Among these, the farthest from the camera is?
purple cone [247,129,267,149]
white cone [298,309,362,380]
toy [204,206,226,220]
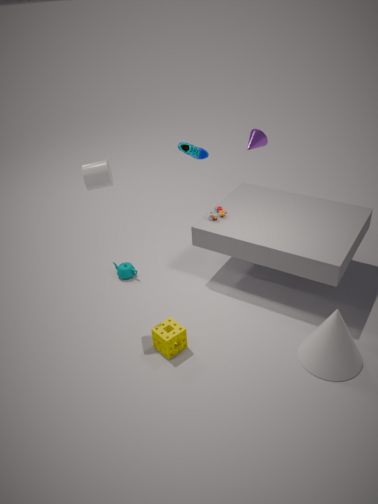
purple cone [247,129,267,149]
